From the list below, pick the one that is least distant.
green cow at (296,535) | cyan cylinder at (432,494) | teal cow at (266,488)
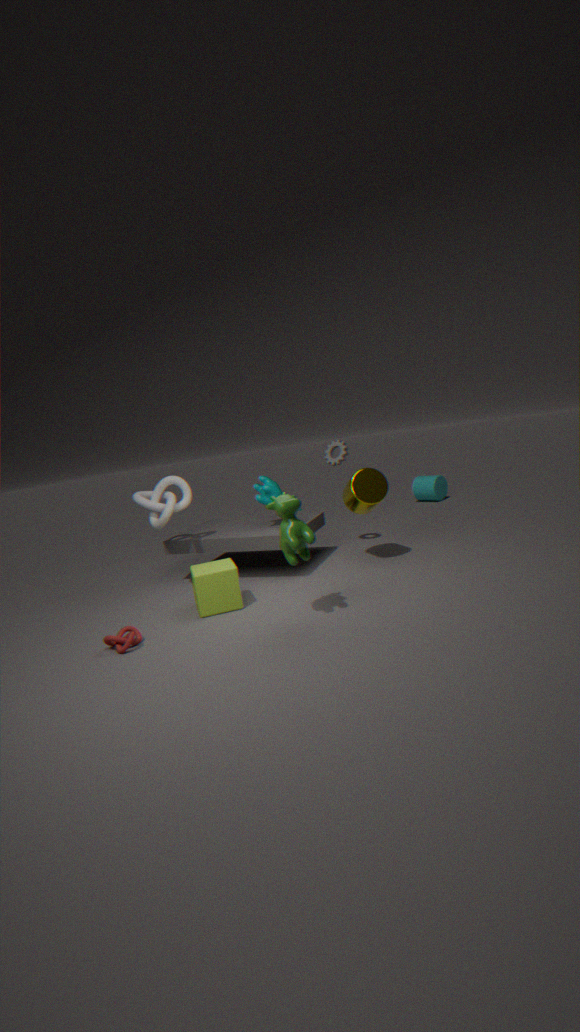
green cow at (296,535)
